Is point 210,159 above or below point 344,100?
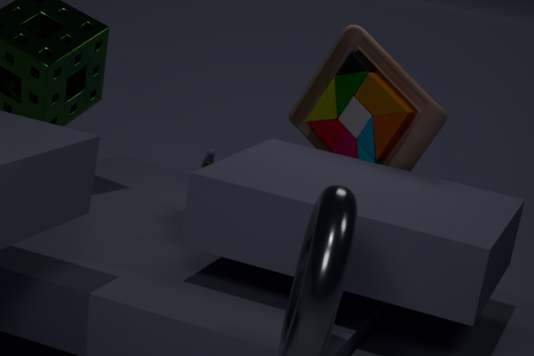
below
